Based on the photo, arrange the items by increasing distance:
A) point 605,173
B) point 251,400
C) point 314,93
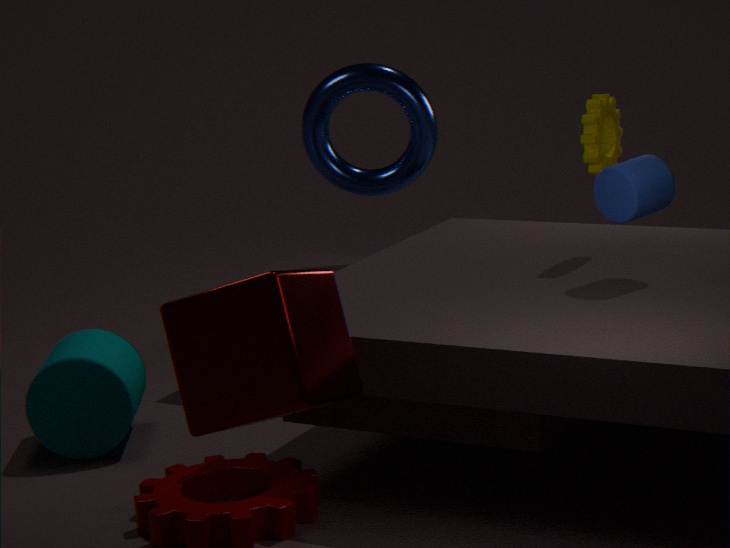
1. B. point 251,400
2. A. point 605,173
3. C. point 314,93
